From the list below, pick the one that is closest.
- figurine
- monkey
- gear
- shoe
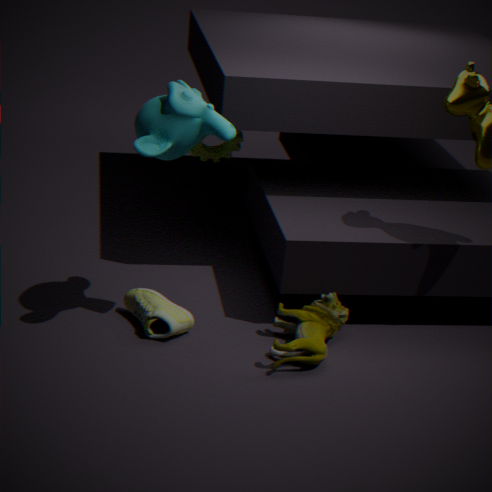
monkey
